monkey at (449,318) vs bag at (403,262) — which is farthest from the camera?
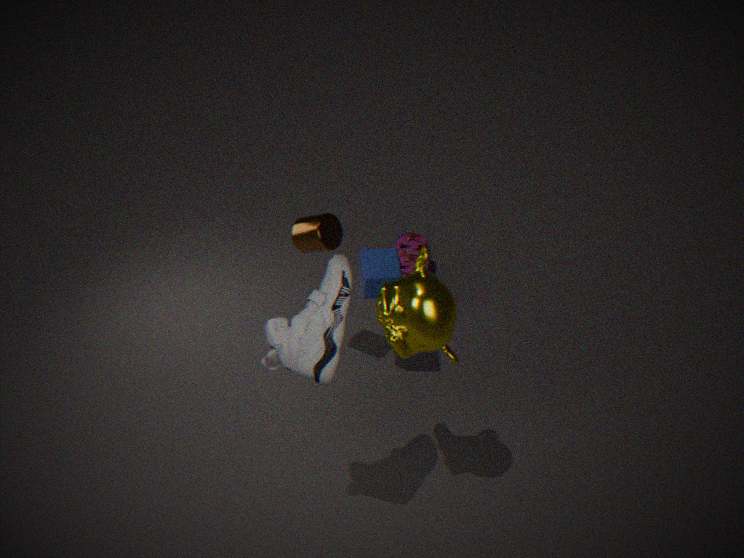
bag at (403,262)
